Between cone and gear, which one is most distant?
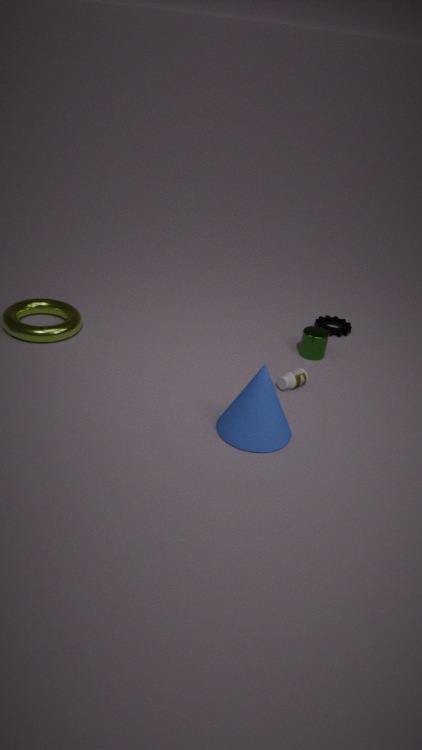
gear
